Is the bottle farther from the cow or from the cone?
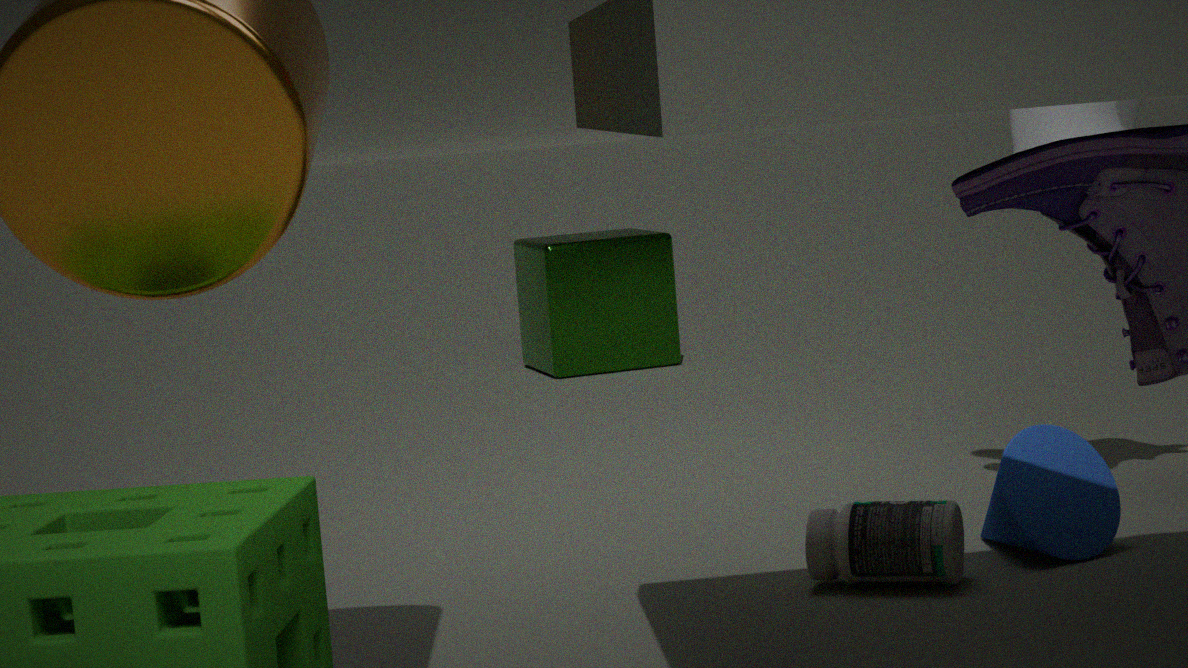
the cow
